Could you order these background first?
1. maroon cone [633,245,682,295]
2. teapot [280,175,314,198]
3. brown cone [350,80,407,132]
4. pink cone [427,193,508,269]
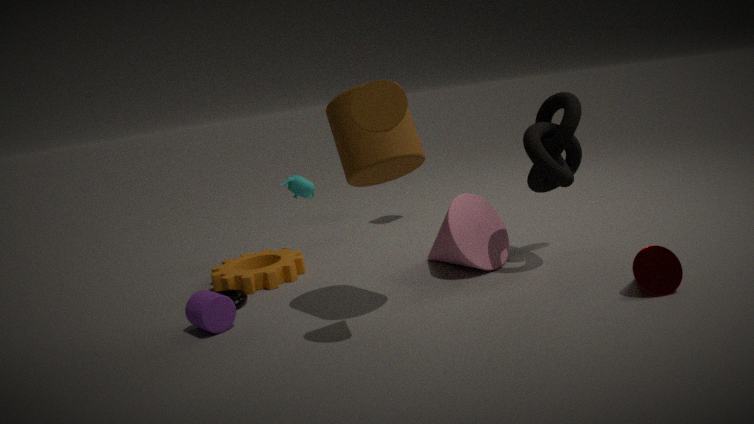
teapot [280,175,314,198] → pink cone [427,193,508,269] → maroon cone [633,245,682,295] → brown cone [350,80,407,132]
